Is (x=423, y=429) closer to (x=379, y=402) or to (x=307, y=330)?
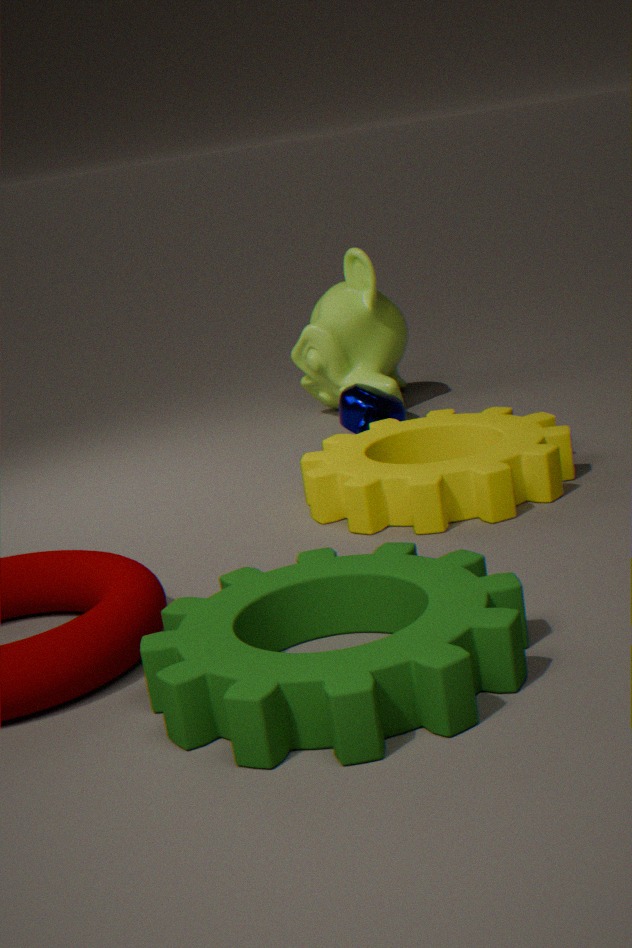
(x=379, y=402)
